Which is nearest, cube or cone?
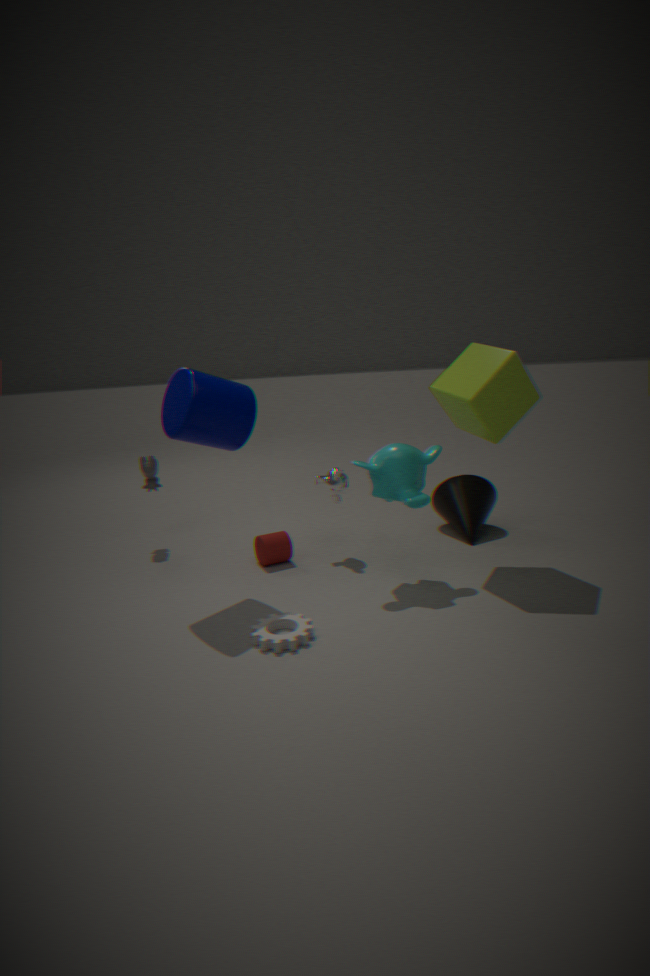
cube
